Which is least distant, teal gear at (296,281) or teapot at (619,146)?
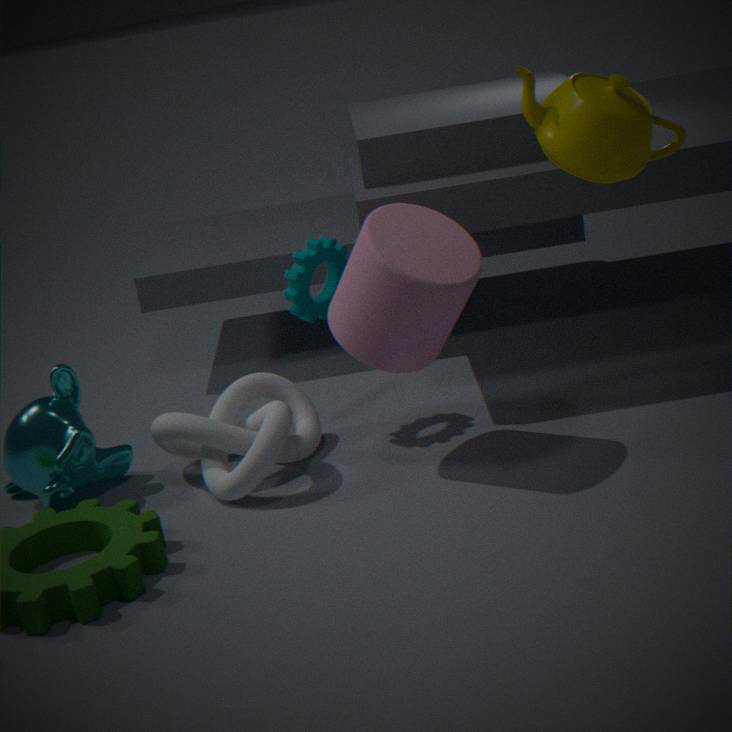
teapot at (619,146)
